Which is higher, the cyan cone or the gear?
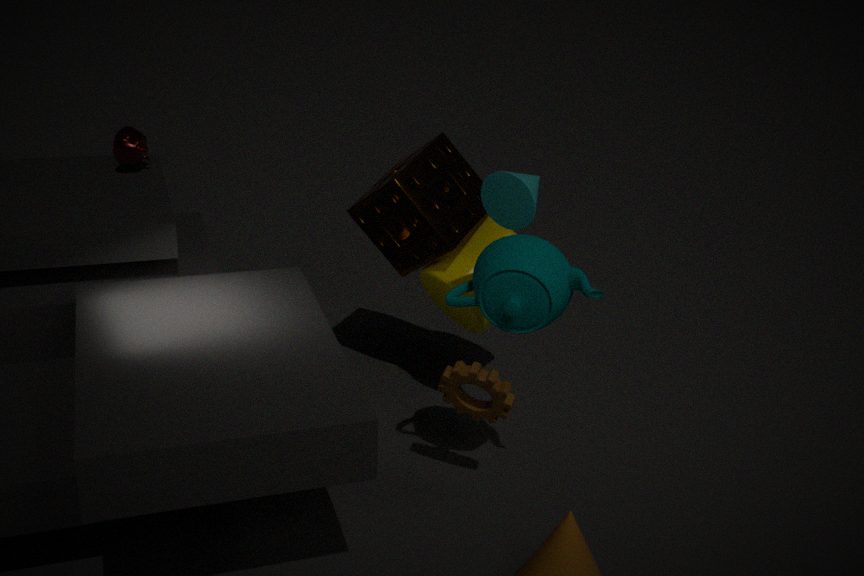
the cyan cone
